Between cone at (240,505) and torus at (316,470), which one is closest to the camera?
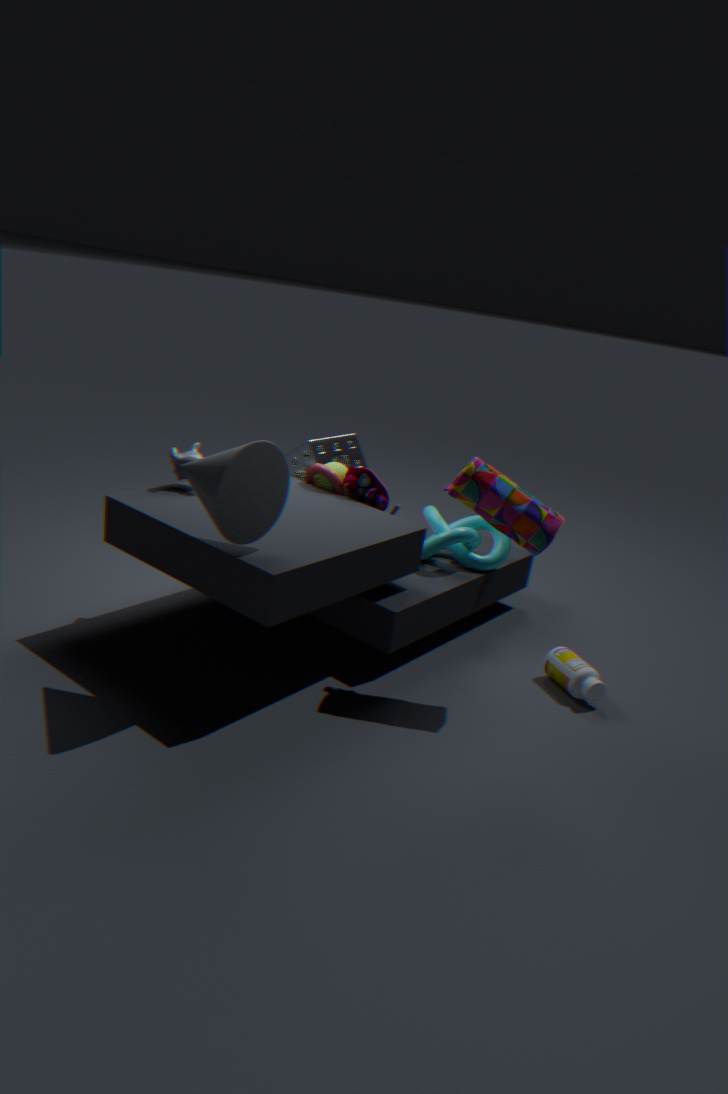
cone at (240,505)
